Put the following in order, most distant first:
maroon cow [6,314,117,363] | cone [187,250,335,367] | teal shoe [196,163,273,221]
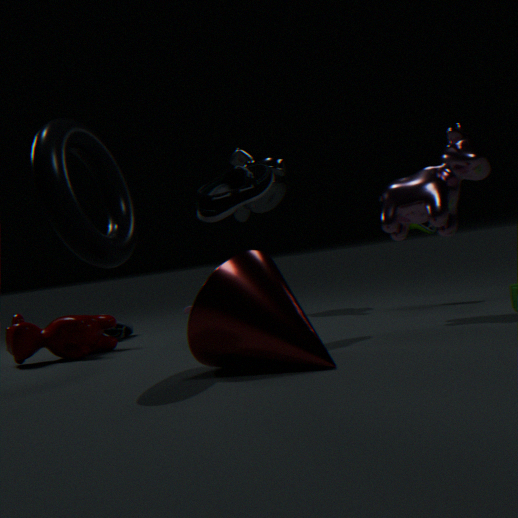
1. maroon cow [6,314,117,363]
2. teal shoe [196,163,273,221]
3. cone [187,250,335,367]
